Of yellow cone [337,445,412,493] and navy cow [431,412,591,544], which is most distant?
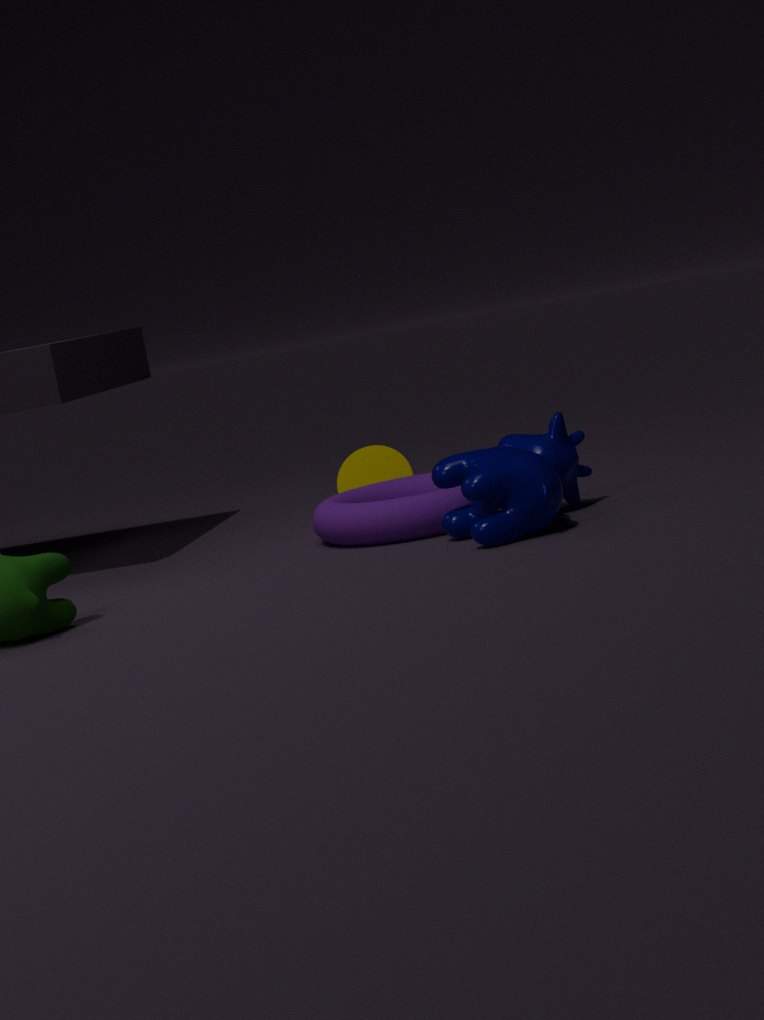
yellow cone [337,445,412,493]
